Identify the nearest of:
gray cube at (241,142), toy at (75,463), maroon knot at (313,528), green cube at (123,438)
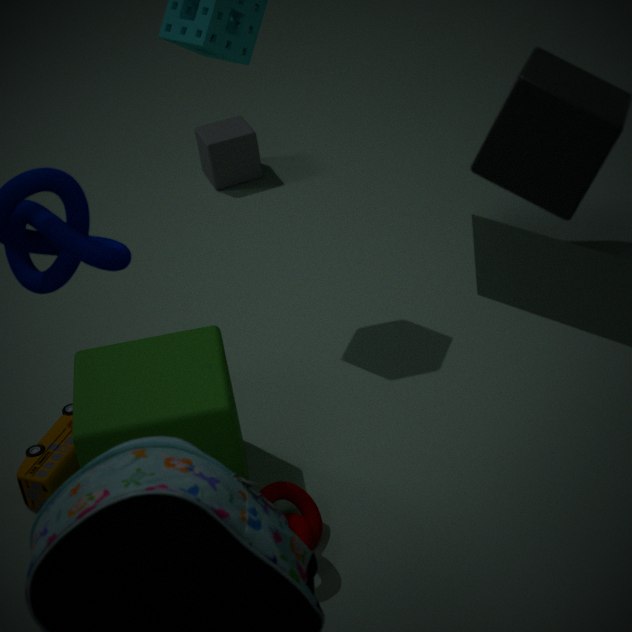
maroon knot at (313,528)
